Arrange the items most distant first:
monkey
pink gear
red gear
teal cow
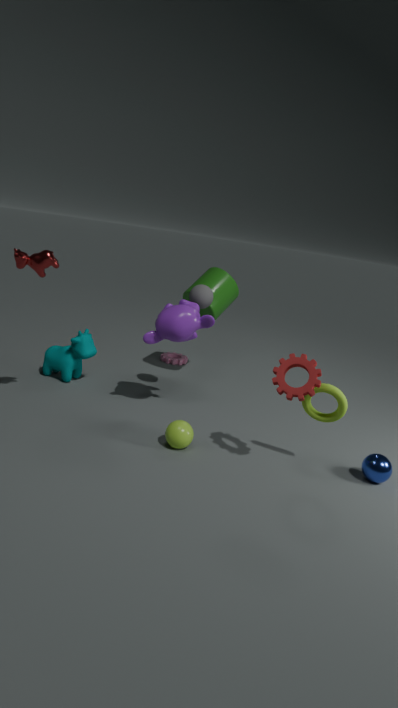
pink gear
teal cow
monkey
red gear
